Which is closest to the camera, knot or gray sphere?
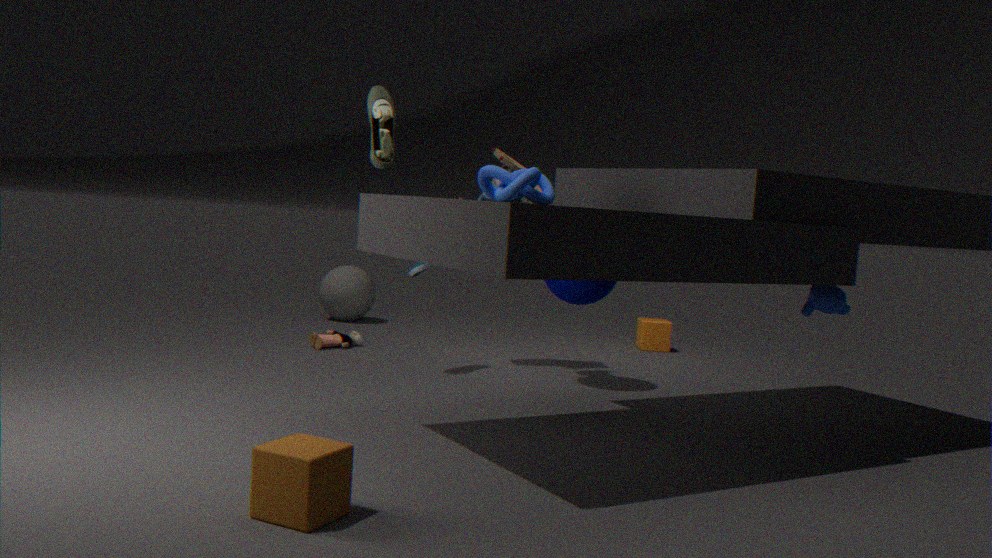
knot
